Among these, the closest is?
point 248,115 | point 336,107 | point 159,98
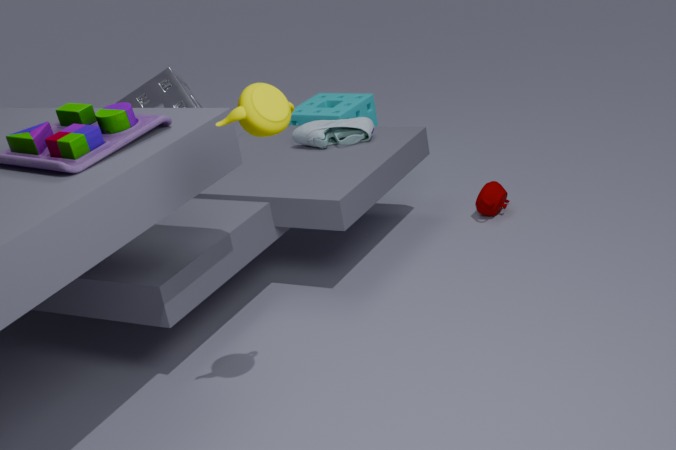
point 248,115
